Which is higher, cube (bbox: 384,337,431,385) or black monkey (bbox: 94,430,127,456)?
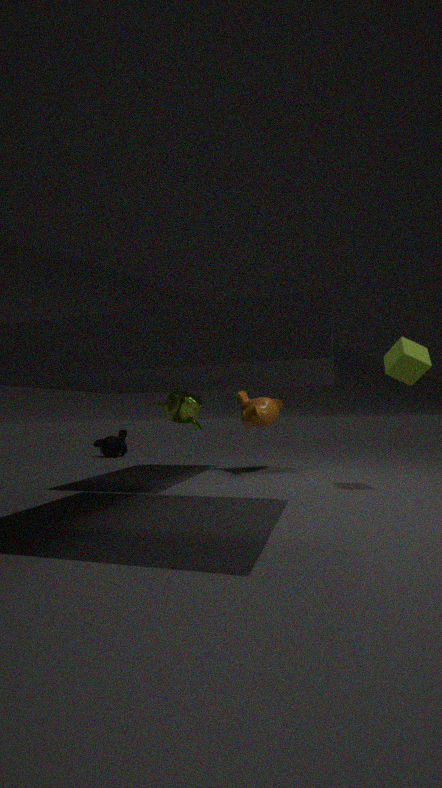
cube (bbox: 384,337,431,385)
